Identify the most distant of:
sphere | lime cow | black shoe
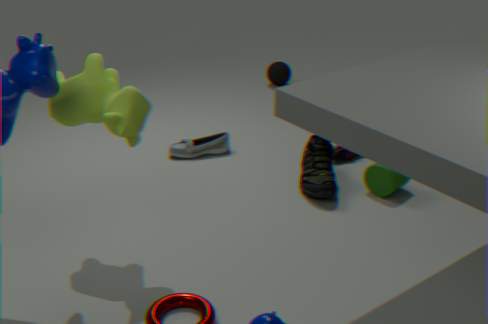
sphere
